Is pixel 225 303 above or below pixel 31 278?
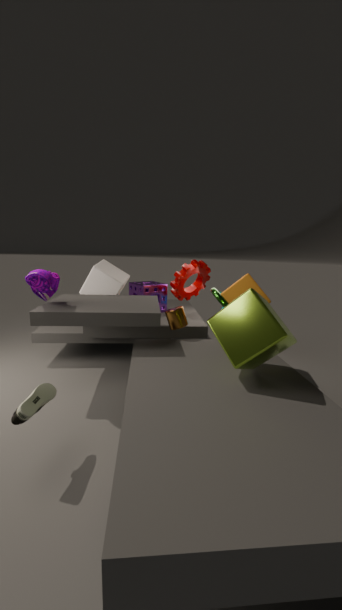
below
